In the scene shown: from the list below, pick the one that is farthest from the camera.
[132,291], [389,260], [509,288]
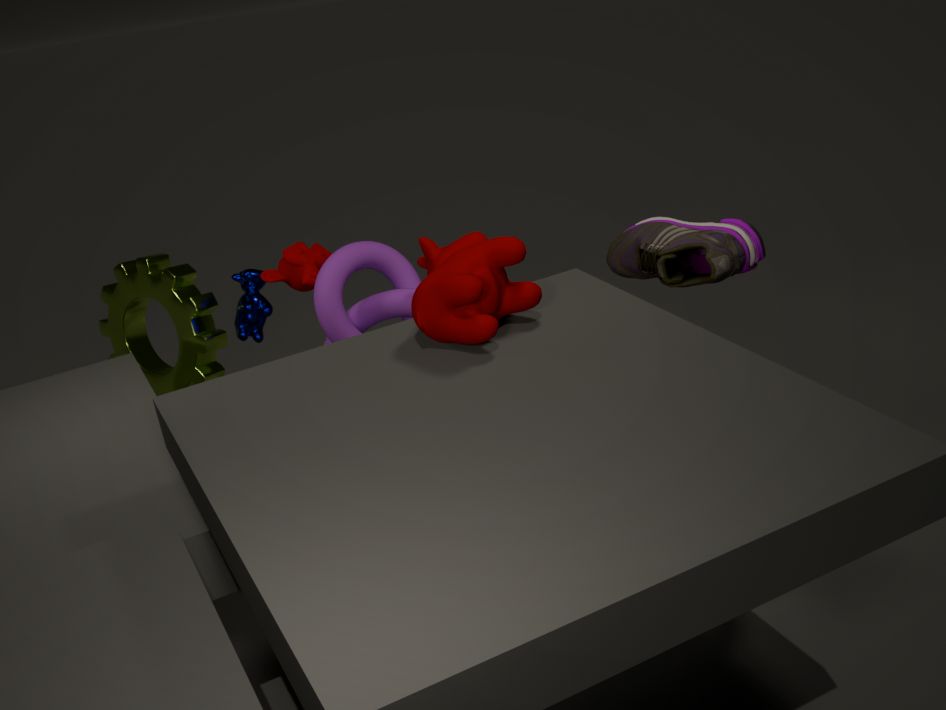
[132,291]
